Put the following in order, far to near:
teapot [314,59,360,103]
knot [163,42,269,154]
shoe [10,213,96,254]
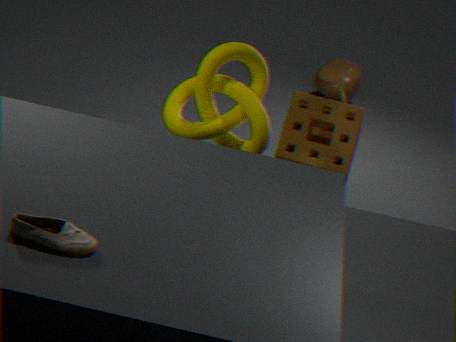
teapot [314,59,360,103]
knot [163,42,269,154]
shoe [10,213,96,254]
